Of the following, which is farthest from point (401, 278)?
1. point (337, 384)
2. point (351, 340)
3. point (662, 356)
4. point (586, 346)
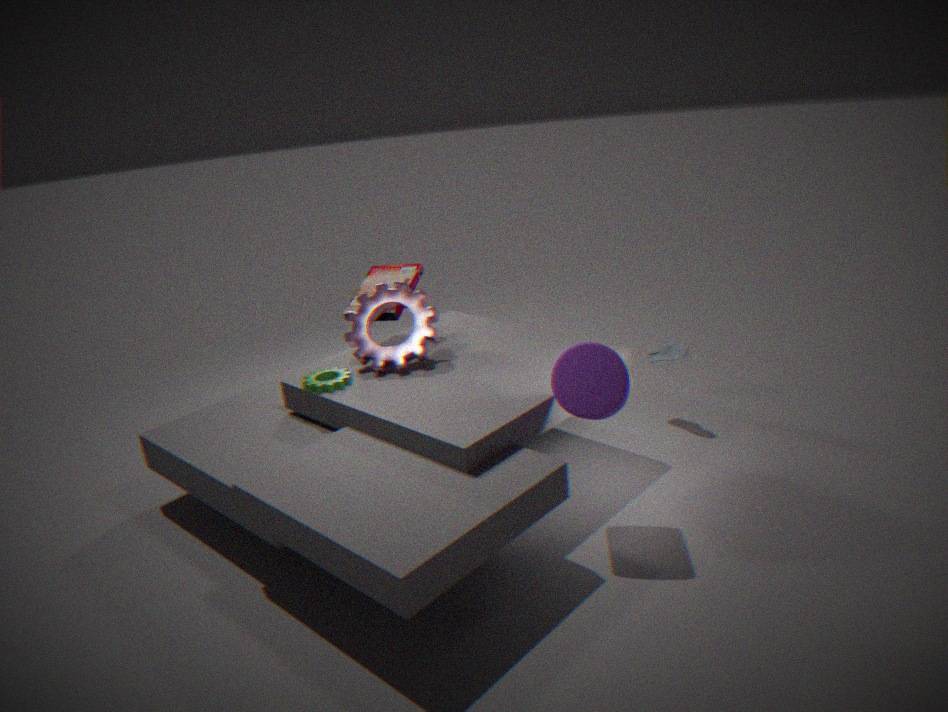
point (662, 356)
